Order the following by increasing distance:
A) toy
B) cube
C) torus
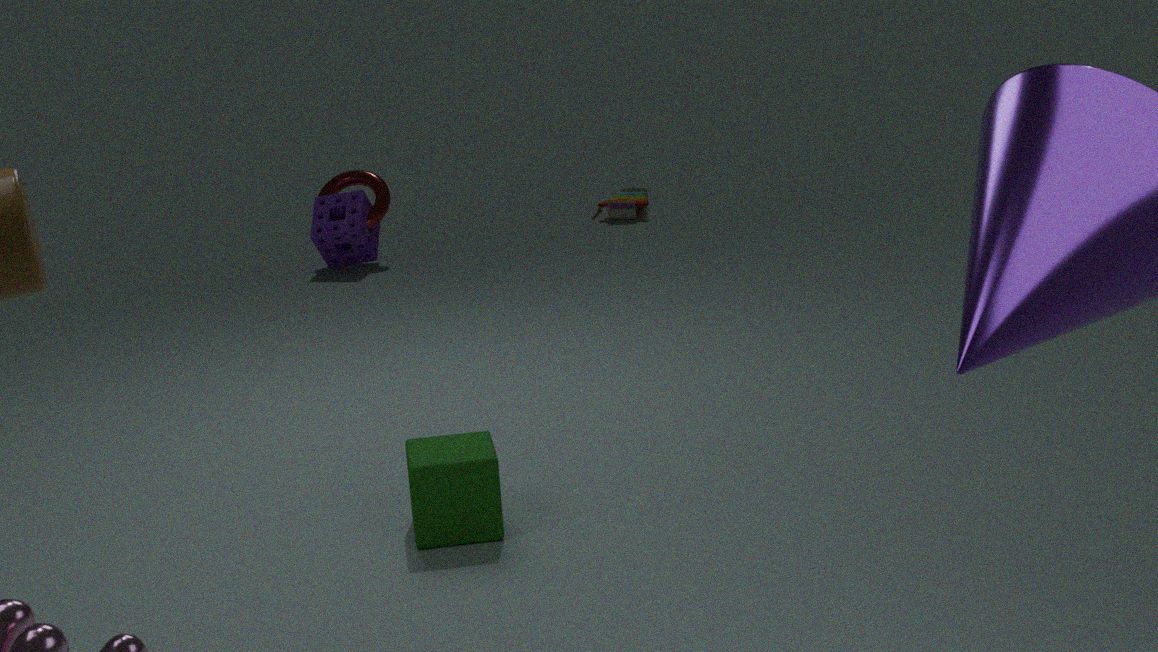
cube < torus < toy
